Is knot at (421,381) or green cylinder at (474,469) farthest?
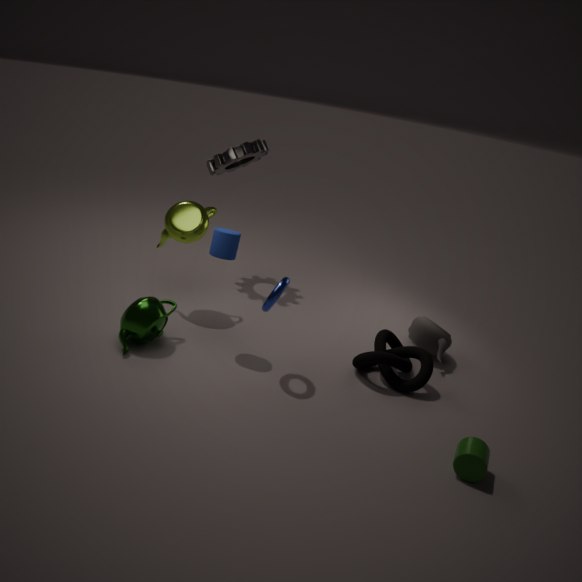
knot at (421,381)
